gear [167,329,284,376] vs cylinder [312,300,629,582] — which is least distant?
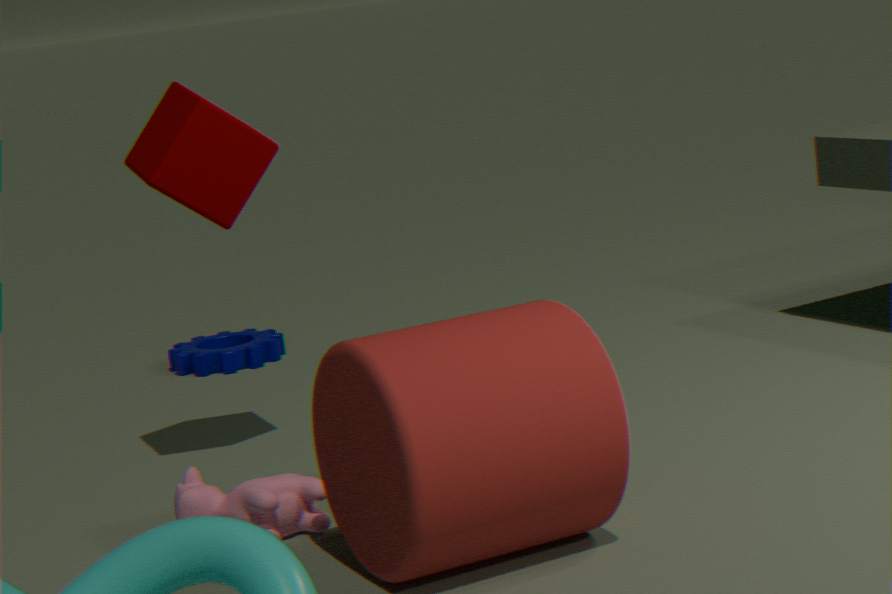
cylinder [312,300,629,582]
